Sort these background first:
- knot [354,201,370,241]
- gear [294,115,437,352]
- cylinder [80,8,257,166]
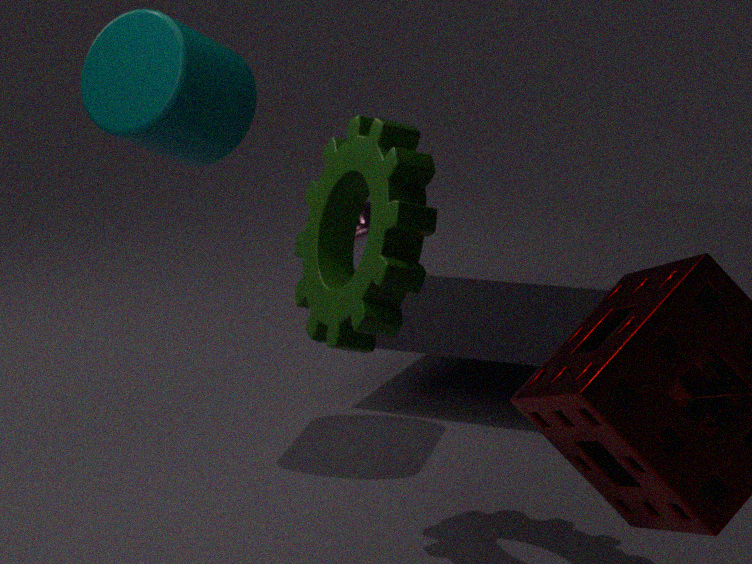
knot [354,201,370,241], cylinder [80,8,257,166], gear [294,115,437,352]
